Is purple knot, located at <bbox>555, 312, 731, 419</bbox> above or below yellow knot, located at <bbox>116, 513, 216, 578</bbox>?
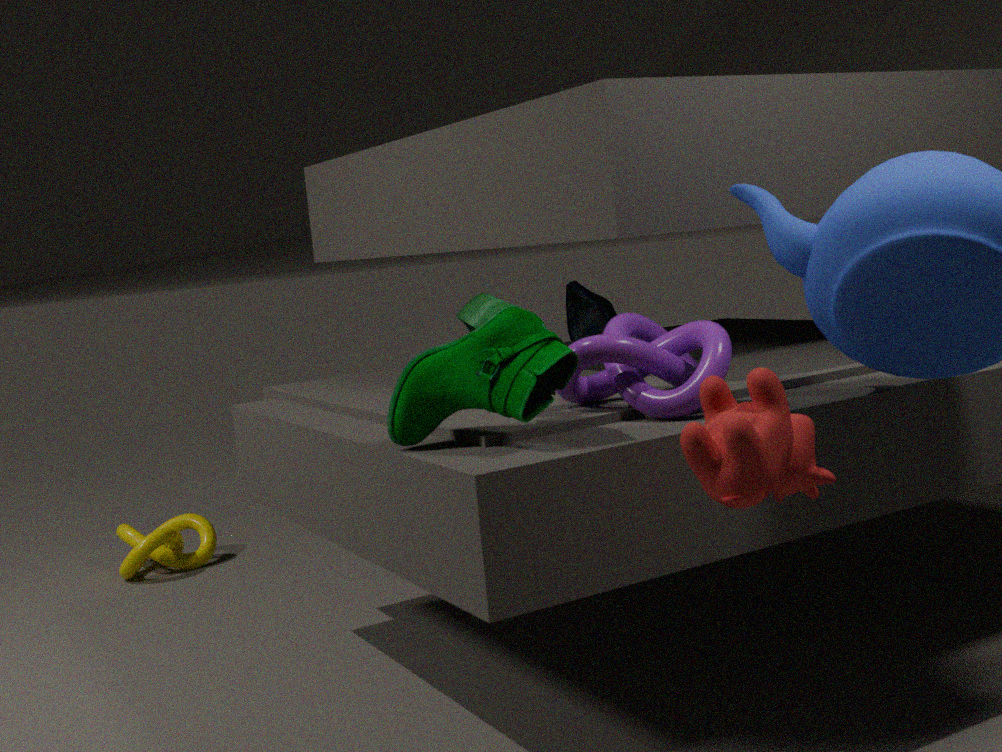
above
